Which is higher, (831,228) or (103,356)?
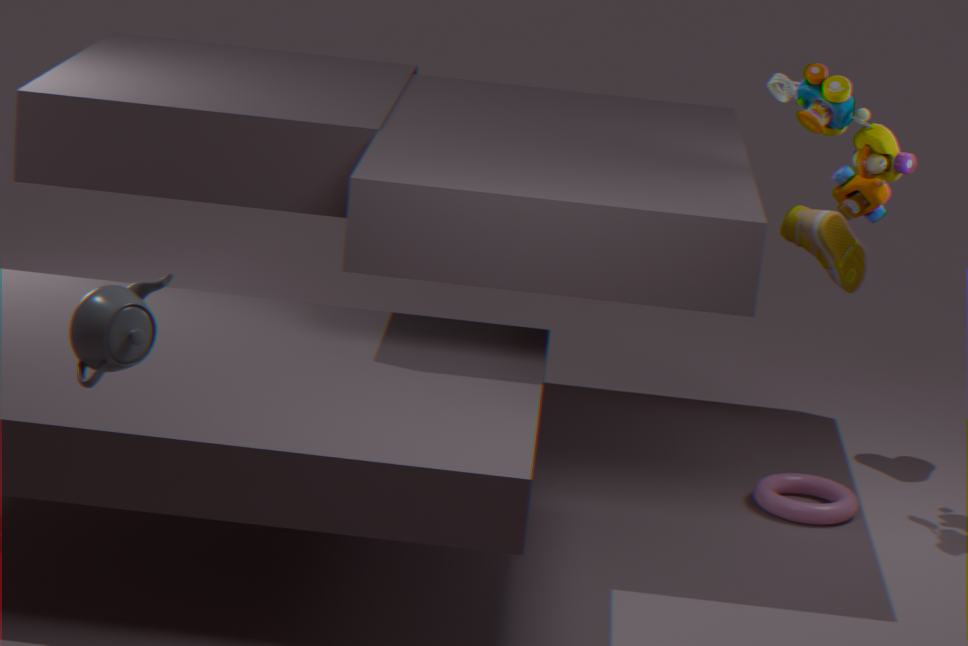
(103,356)
